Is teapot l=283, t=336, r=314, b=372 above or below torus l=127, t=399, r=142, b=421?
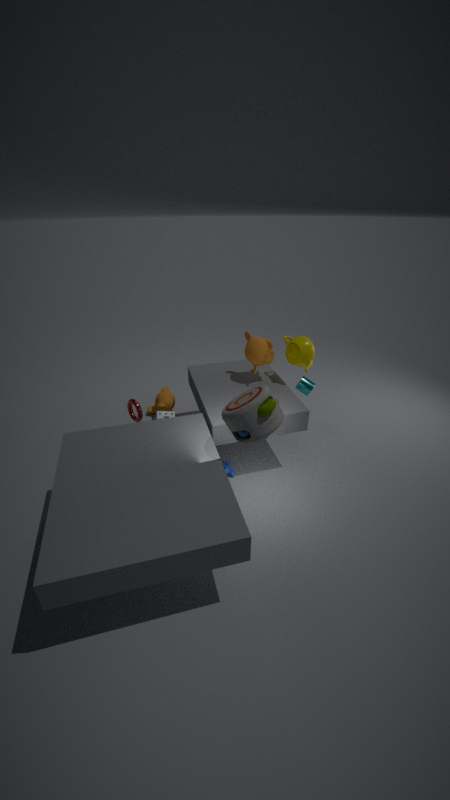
above
